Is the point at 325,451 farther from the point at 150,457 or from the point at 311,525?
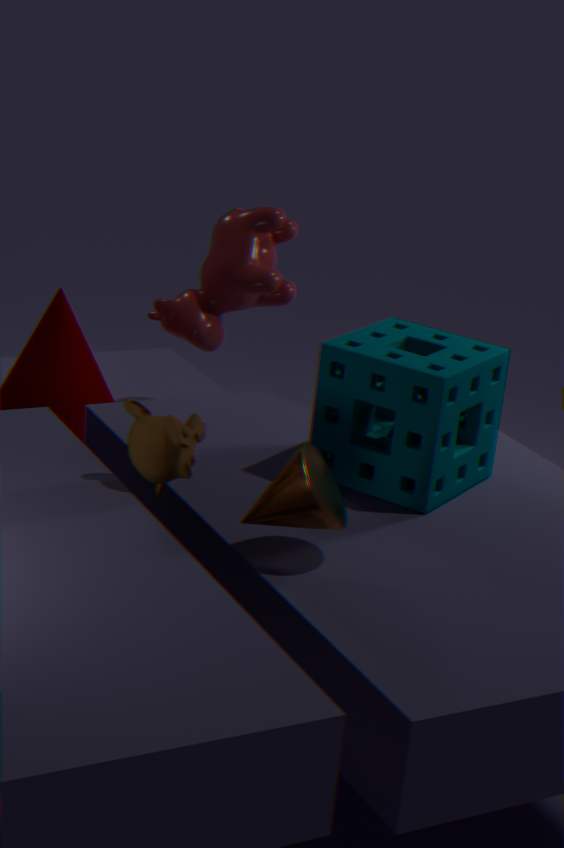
the point at 150,457
